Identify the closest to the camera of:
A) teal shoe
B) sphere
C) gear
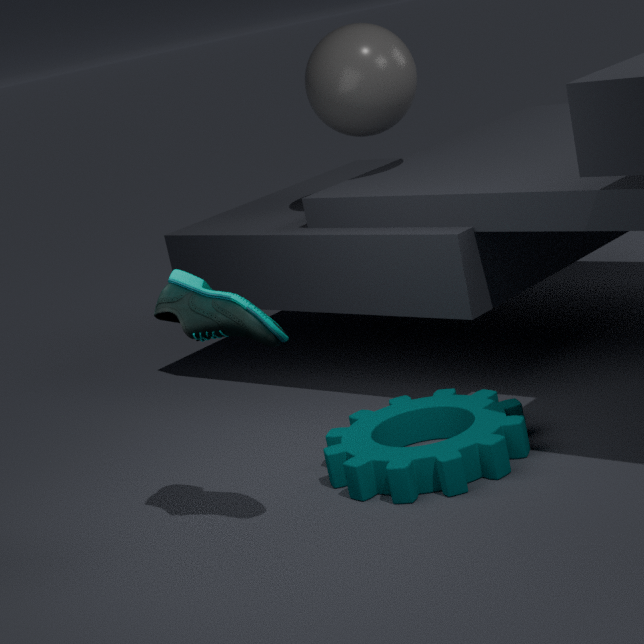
teal shoe
